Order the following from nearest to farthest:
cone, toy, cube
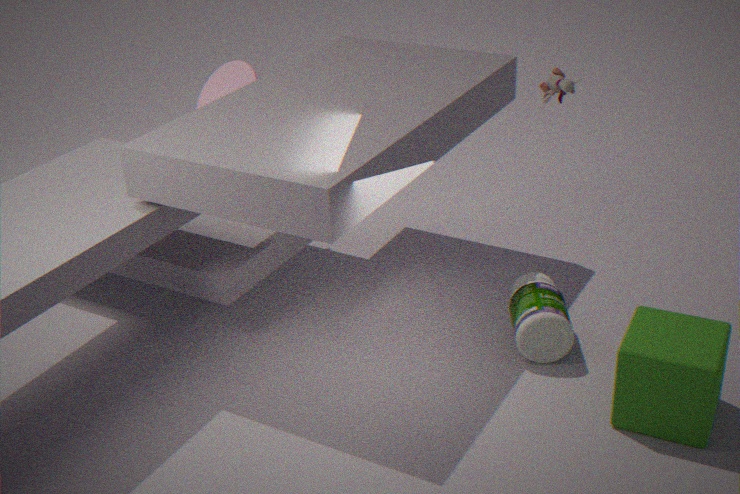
cube
toy
cone
